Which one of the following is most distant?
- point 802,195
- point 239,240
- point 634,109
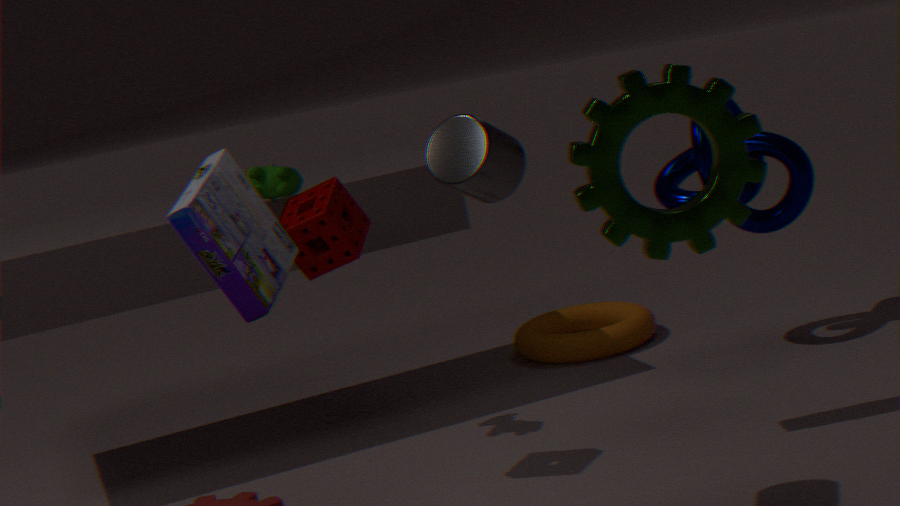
point 802,195
